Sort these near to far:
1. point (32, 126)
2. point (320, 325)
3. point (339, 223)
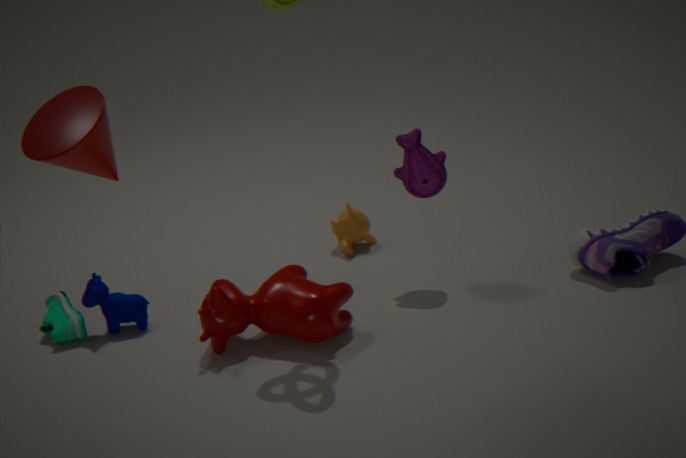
point (32, 126) → point (320, 325) → point (339, 223)
